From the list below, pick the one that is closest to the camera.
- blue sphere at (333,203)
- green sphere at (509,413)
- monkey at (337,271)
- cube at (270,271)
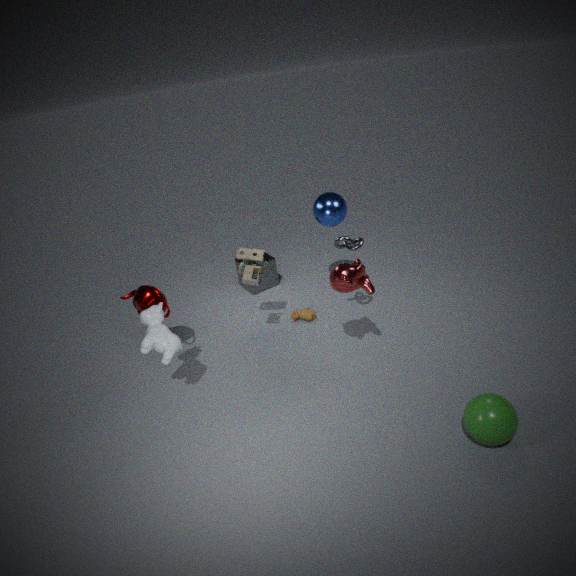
green sphere at (509,413)
